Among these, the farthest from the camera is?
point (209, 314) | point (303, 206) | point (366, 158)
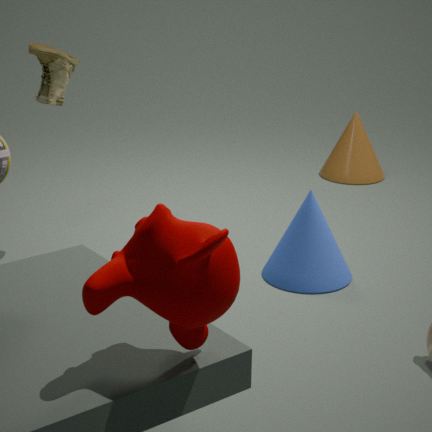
point (366, 158)
